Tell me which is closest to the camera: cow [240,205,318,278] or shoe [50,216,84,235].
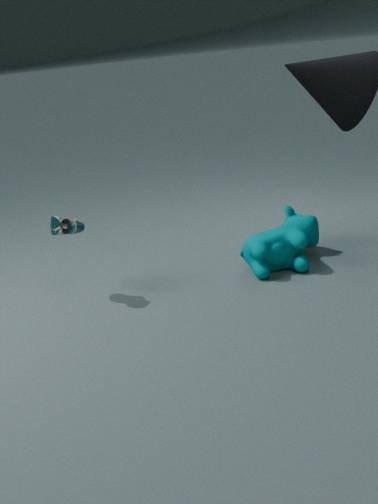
shoe [50,216,84,235]
